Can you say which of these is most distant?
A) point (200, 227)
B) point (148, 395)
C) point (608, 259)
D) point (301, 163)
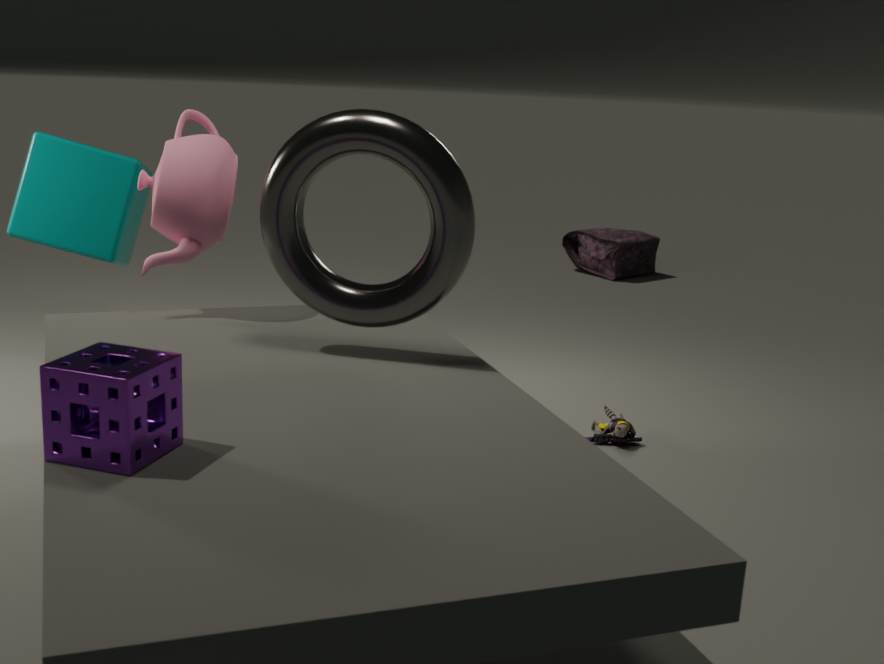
point (608, 259)
